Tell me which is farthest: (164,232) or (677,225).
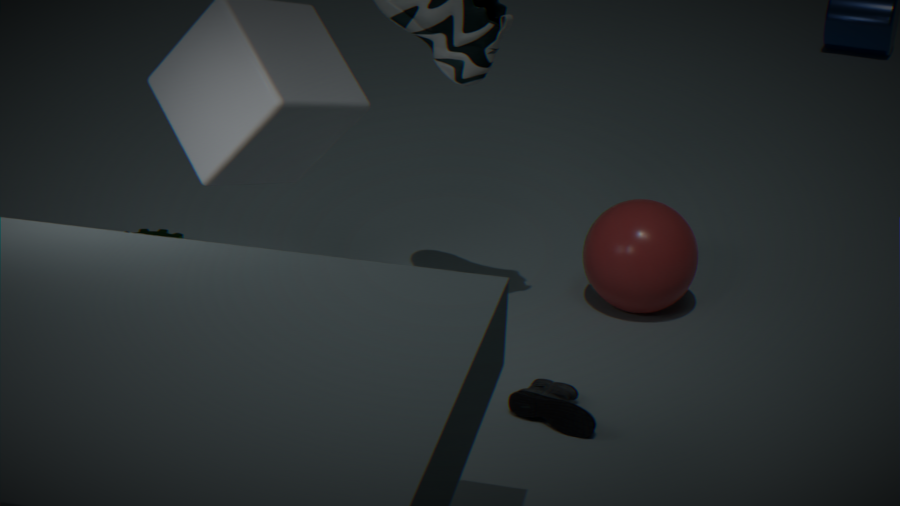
(164,232)
